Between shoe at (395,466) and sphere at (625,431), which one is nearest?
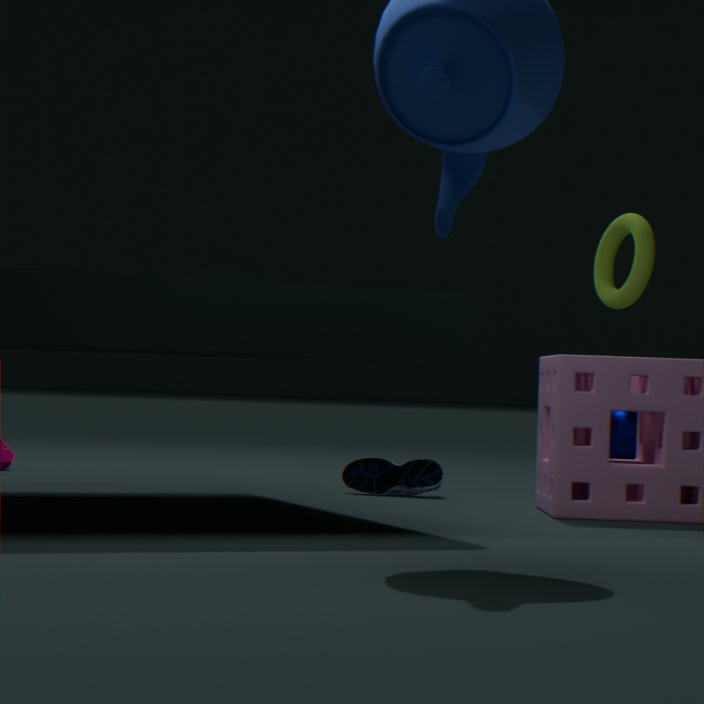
shoe at (395,466)
